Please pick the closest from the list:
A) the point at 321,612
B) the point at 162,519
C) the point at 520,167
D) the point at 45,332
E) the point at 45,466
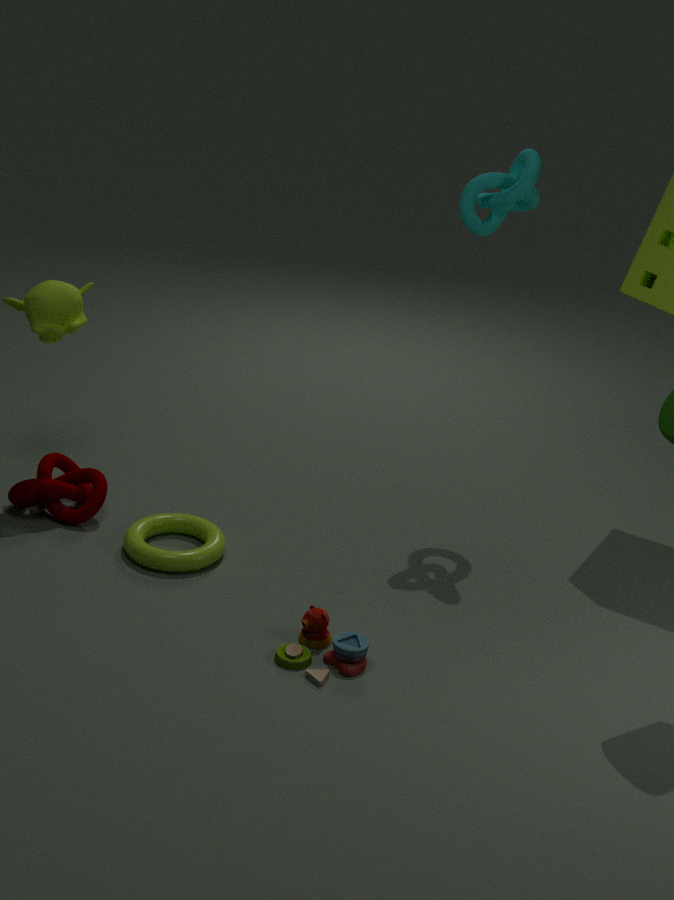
the point at 321,612
